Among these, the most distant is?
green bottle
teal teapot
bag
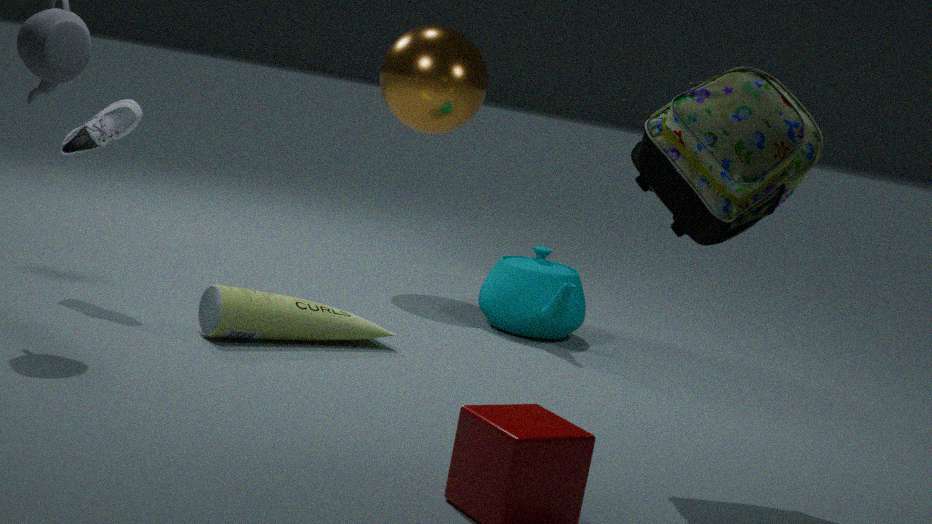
teal teapot
